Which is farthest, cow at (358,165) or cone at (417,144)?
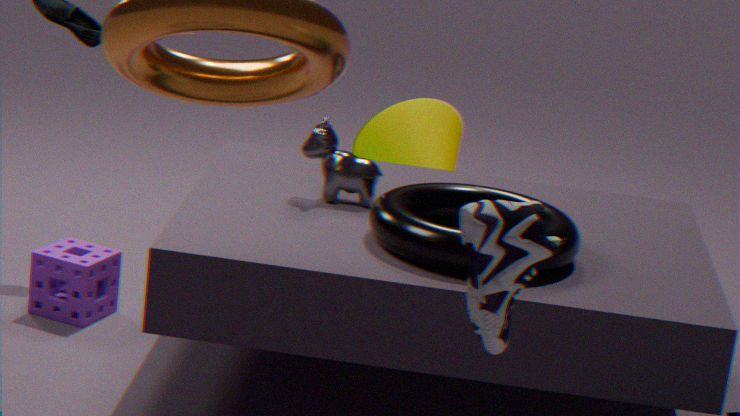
cone at (417,144)
